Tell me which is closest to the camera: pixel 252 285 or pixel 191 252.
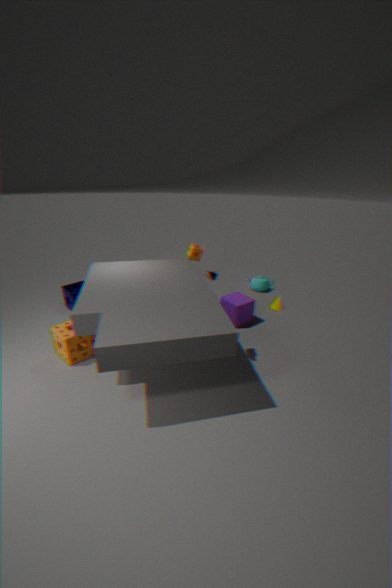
pixel 191 252
